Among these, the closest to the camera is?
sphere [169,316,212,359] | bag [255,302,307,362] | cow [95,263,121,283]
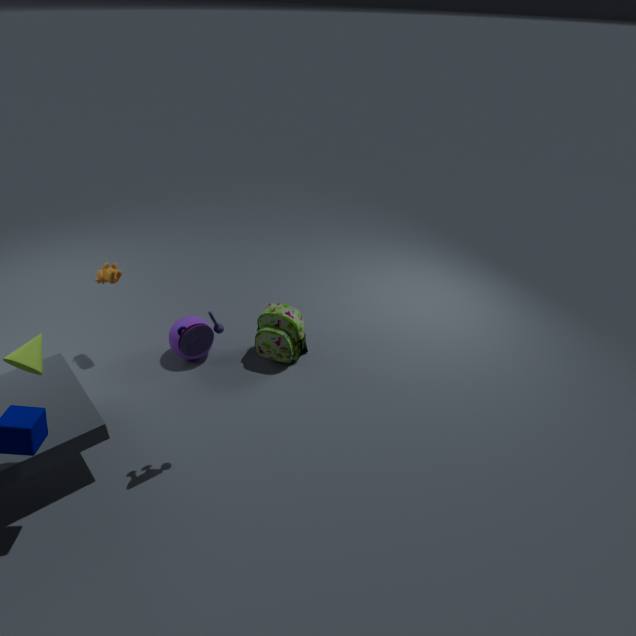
cow [95,263,121,283]
